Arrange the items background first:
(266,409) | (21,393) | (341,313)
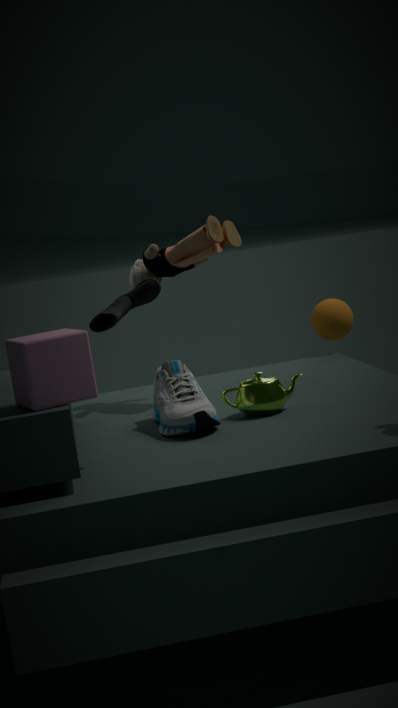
1. (341,313)
2. (266,409)
3. (21,393)
